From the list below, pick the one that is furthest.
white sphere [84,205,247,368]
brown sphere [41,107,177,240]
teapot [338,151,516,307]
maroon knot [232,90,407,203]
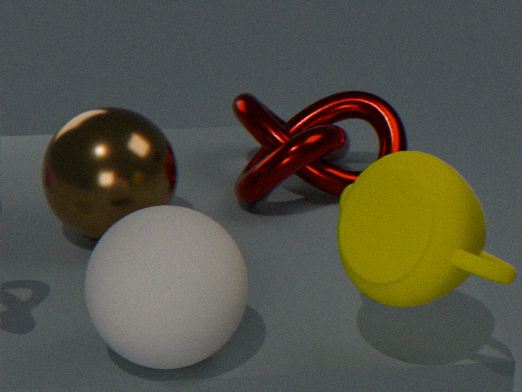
maroon knot [232,90,407,203]
